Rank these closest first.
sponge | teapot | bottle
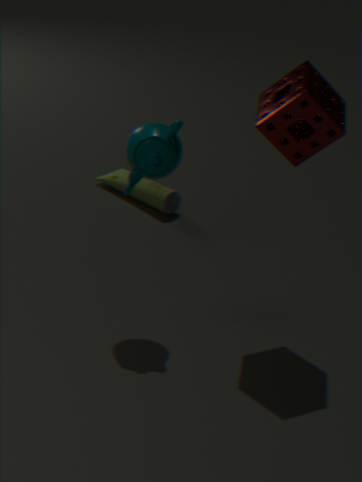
sponge < teapot < bottle
